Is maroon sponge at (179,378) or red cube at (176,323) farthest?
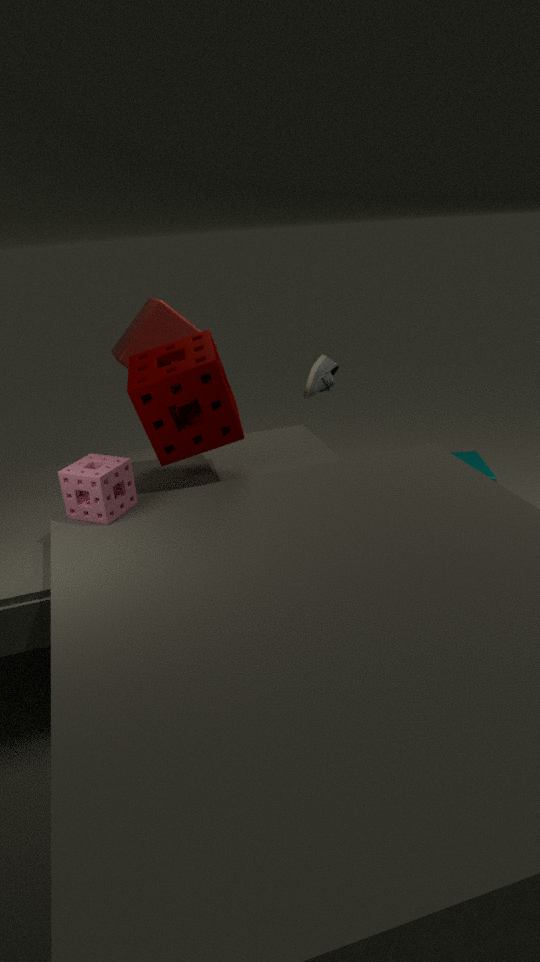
red cube at (176,323)
